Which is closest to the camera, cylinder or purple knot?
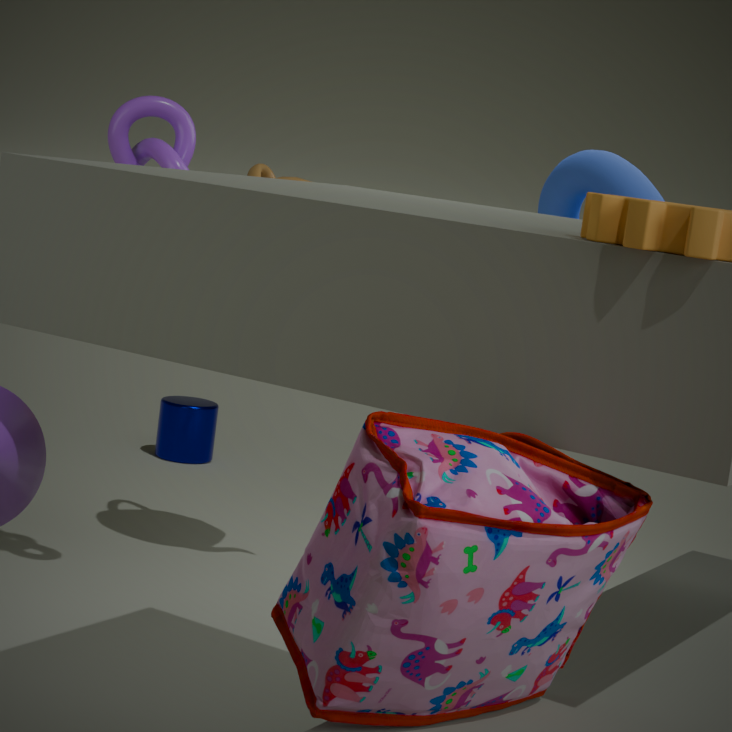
purple knot
